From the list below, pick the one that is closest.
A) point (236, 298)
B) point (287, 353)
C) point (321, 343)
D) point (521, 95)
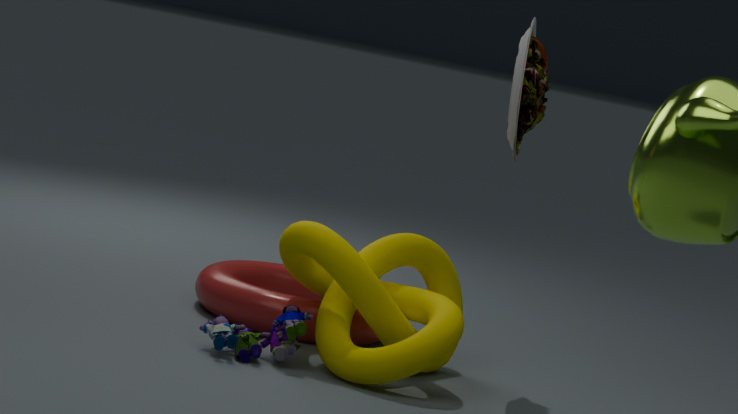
point (287, 353)
